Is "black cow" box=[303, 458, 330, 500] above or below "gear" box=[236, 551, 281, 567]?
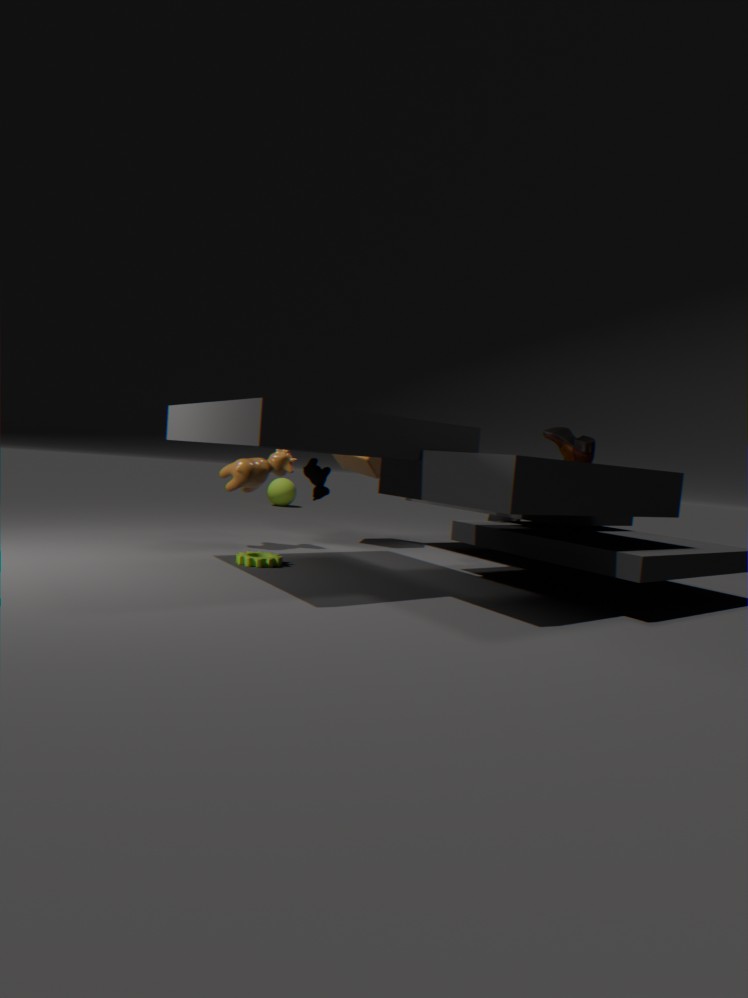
above
